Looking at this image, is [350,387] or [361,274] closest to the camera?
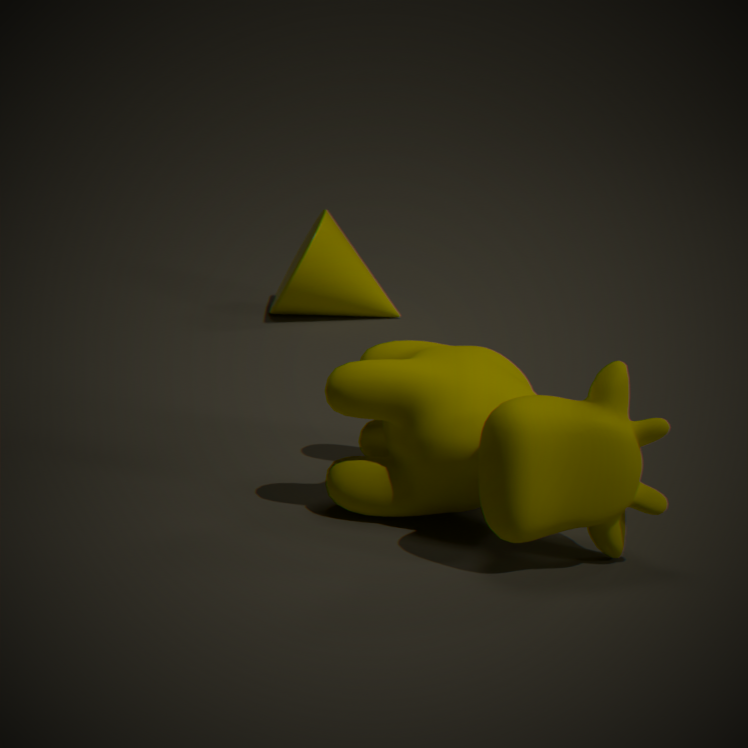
[350,387]
